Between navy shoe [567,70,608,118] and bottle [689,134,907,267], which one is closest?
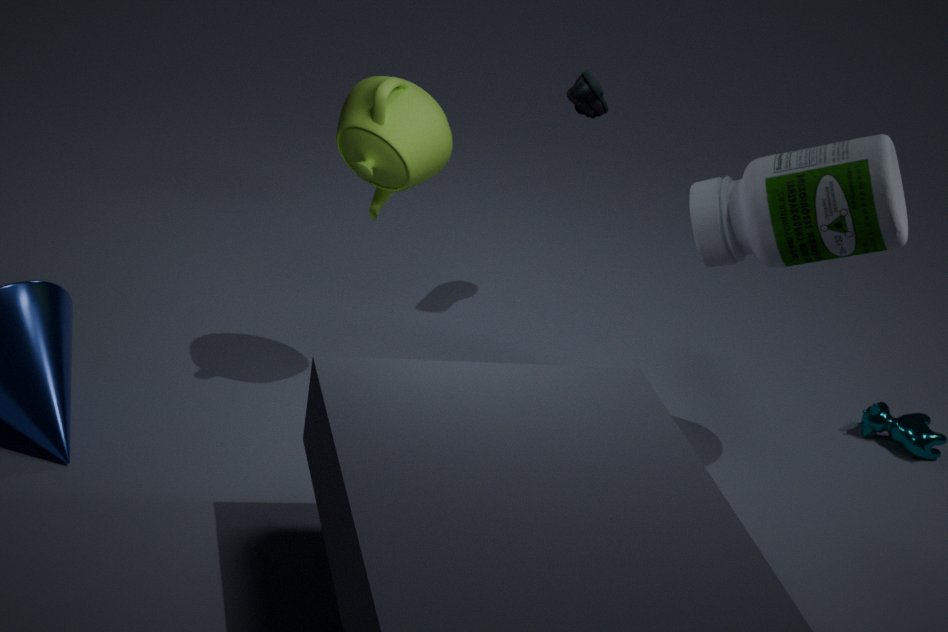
bottle [689,134,907,267]
